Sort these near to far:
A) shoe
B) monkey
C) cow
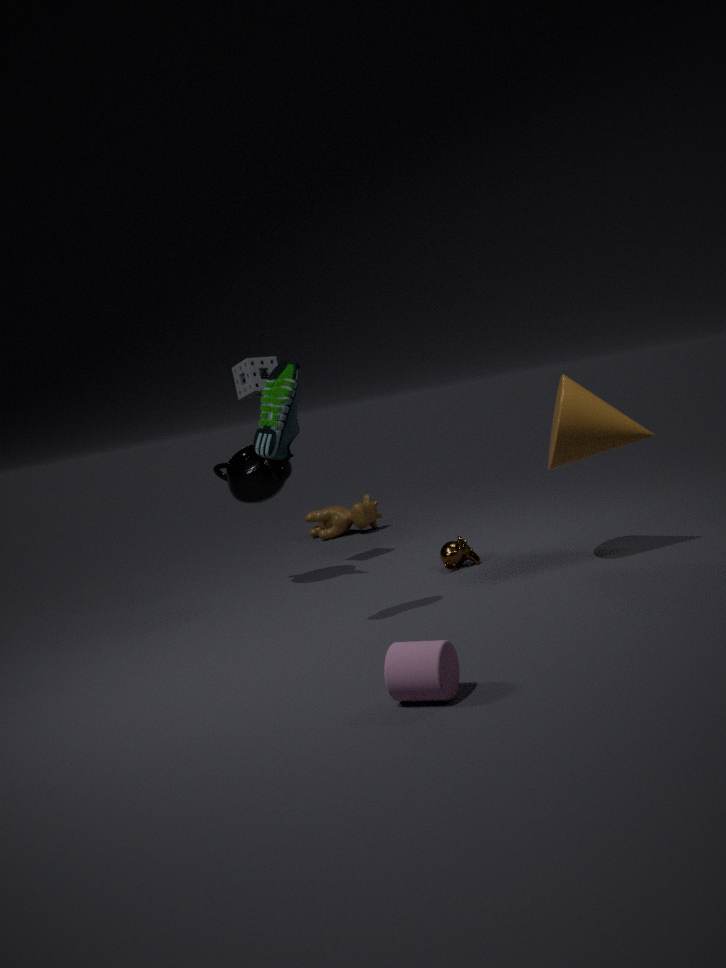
1. shoe
2. monkey
3. cow
